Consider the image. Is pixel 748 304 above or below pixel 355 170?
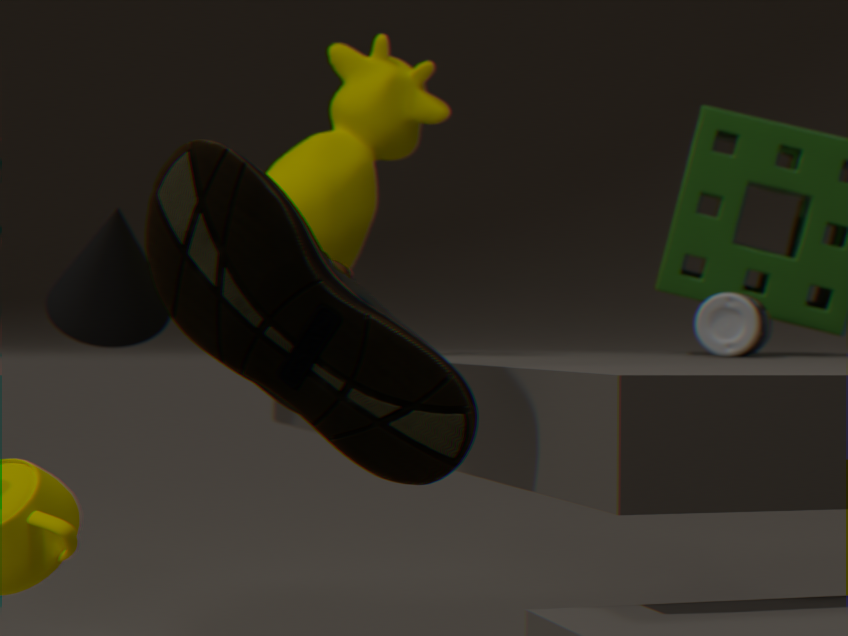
below
